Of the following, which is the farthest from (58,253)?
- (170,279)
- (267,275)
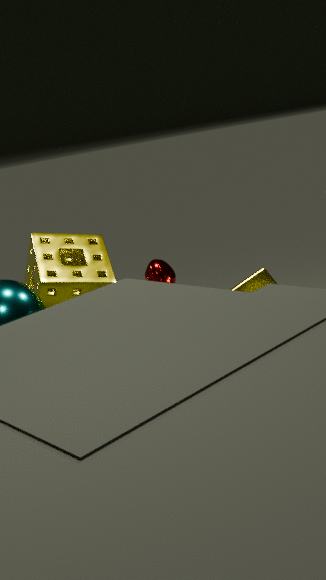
(267,275)
